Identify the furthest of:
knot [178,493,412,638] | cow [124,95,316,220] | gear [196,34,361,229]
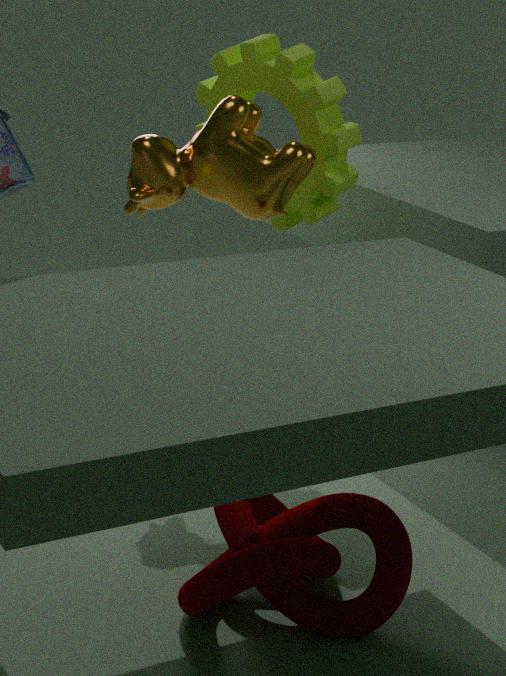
gear [196,34,361,229]
